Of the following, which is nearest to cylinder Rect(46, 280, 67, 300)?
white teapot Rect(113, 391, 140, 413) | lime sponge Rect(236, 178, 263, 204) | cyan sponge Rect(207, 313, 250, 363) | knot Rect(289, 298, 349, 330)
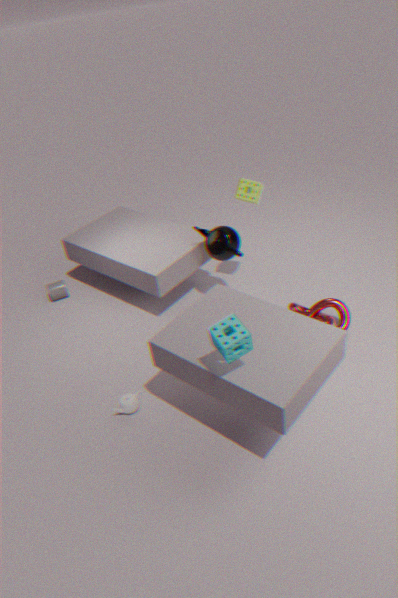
white teapot Rect(113, 391, 140, 413)
